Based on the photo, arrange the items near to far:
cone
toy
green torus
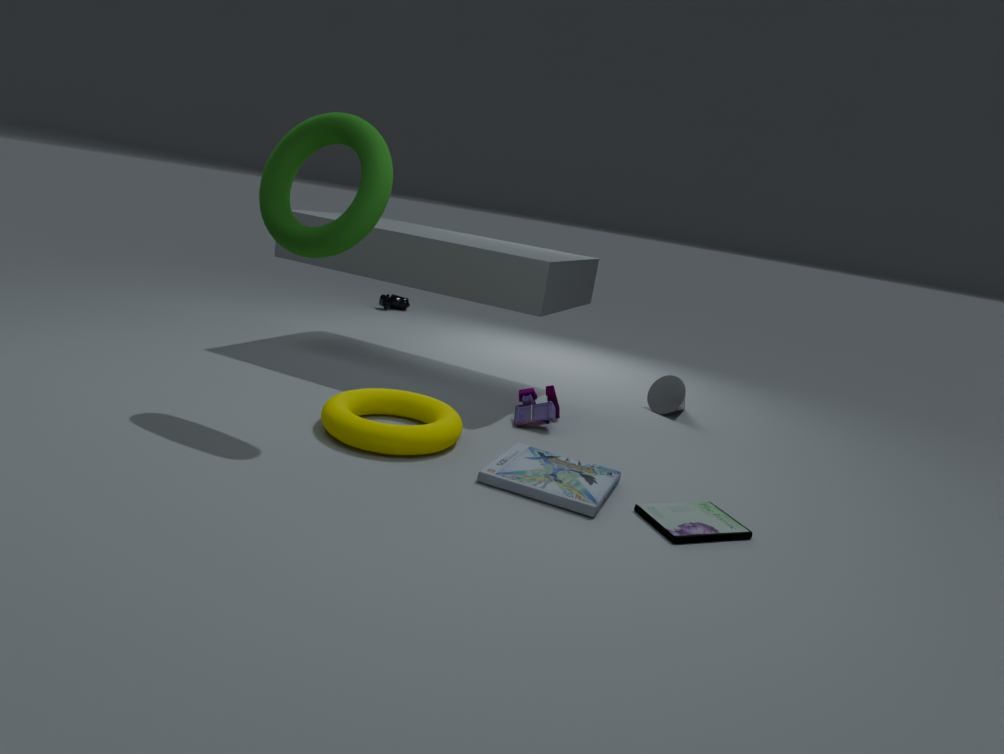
green torus → toy → cone
